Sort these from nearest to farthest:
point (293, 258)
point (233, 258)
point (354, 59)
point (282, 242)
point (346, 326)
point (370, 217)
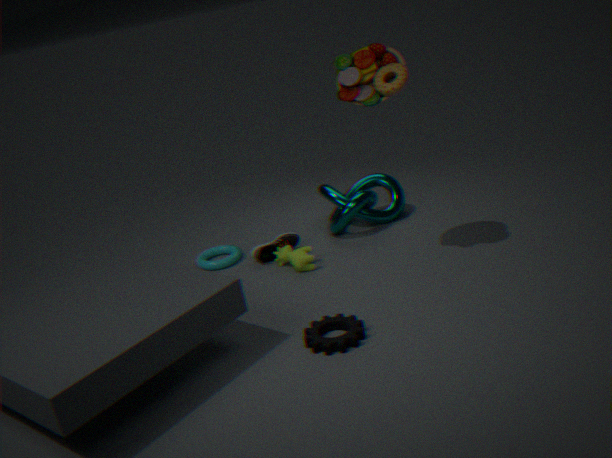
point (346, 326) < point (354, 59) < point (293, 258) < point (282, 242) < point (233, 258) < point (370, 217)
